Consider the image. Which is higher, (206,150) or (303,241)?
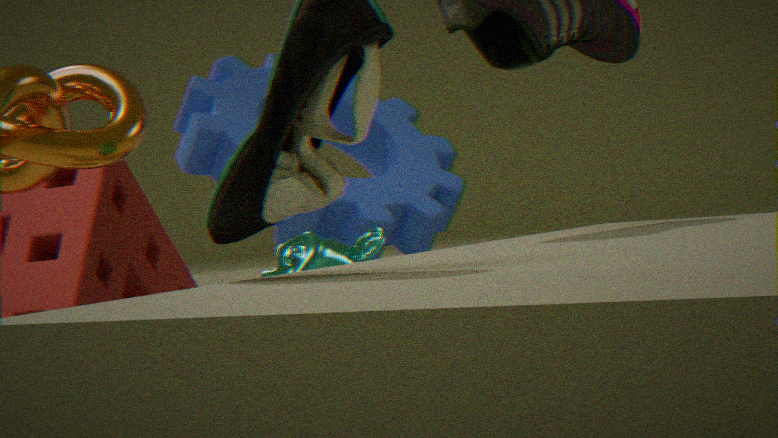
(206,150)
